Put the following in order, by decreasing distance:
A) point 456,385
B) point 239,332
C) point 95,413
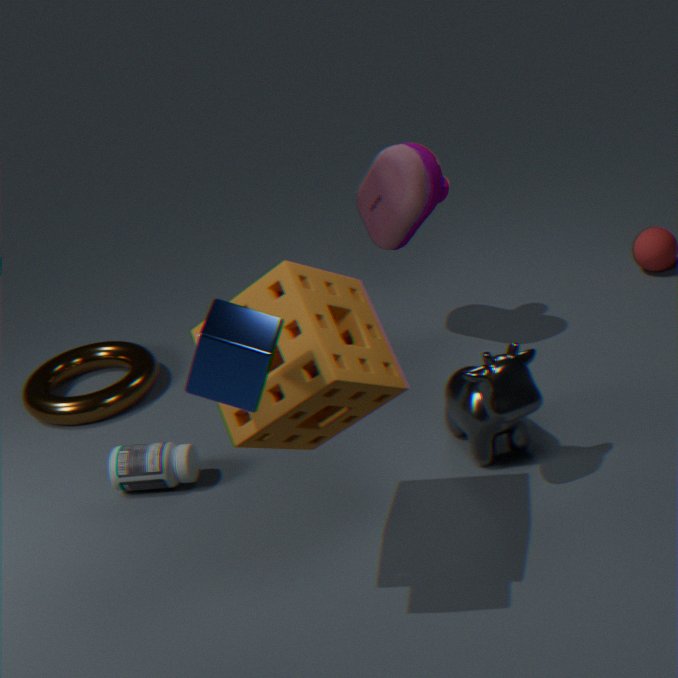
point 95,413 → point 456,385 → point 239,332
